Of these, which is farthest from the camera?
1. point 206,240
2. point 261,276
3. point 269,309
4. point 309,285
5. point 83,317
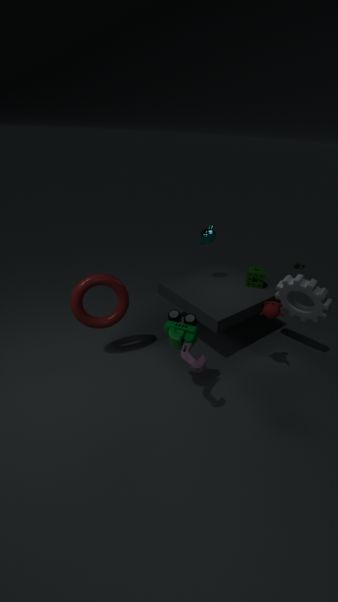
point 261,276
